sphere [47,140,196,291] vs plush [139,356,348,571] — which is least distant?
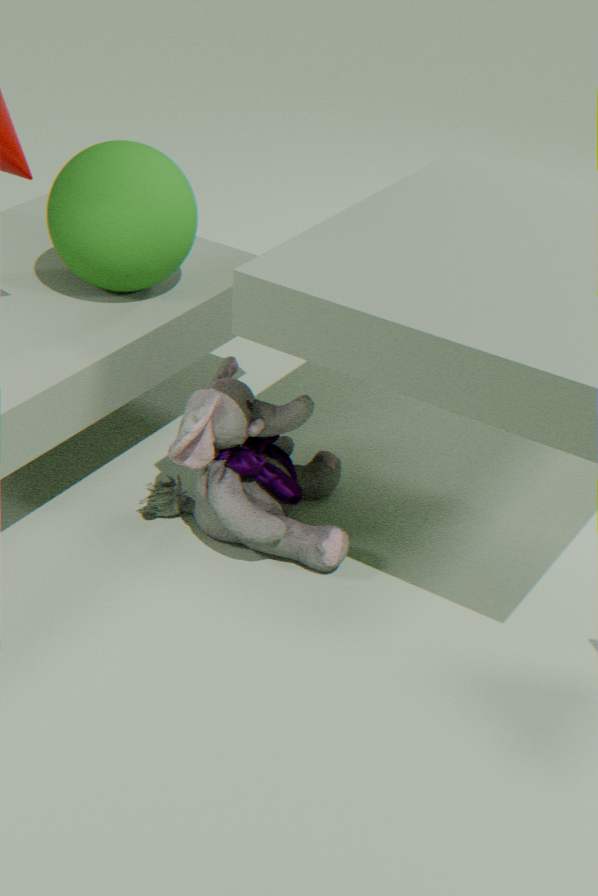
plush [139,356,348,571]
